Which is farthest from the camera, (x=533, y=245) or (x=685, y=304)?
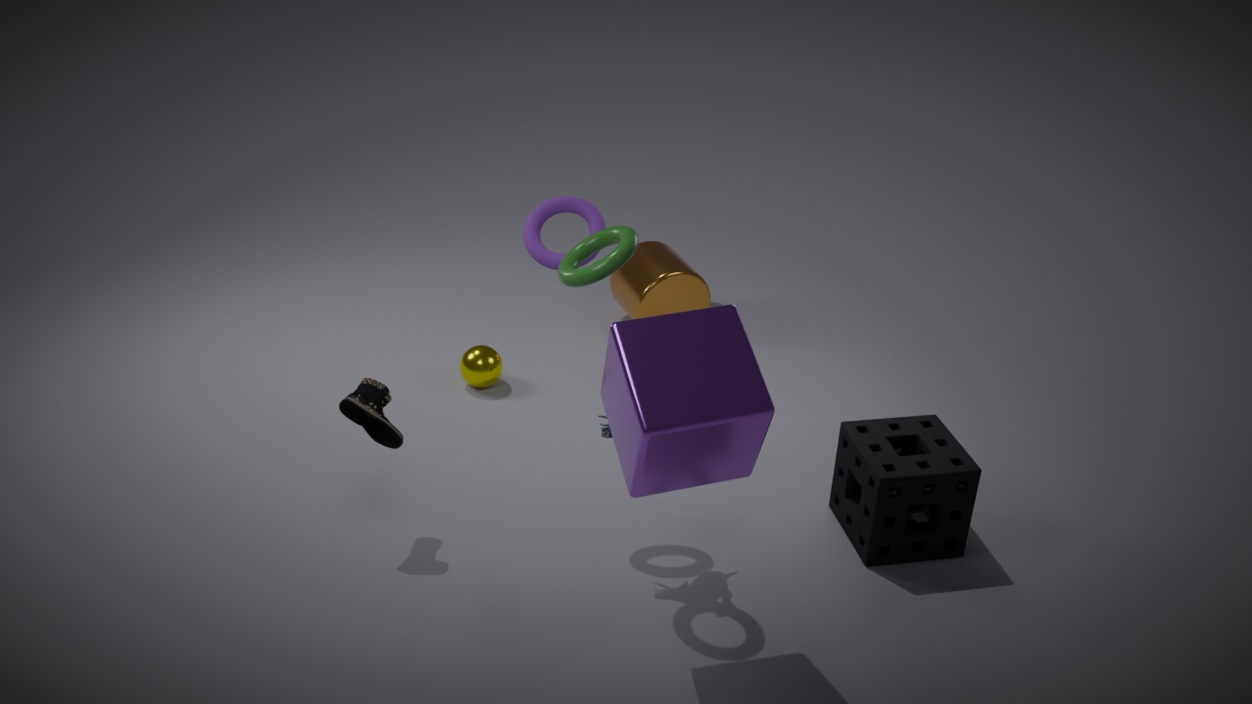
(x=685, y=304)
